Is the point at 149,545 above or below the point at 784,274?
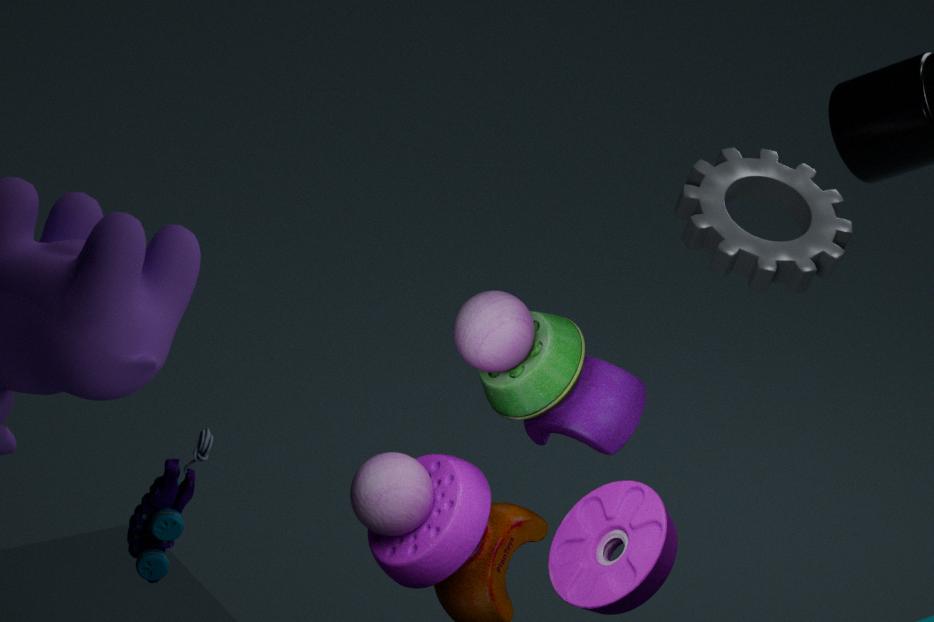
below
